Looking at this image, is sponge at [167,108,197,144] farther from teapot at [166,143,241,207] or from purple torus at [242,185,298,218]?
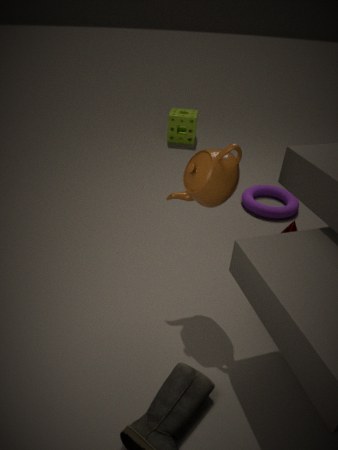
teapot at [166,143,241,207]
